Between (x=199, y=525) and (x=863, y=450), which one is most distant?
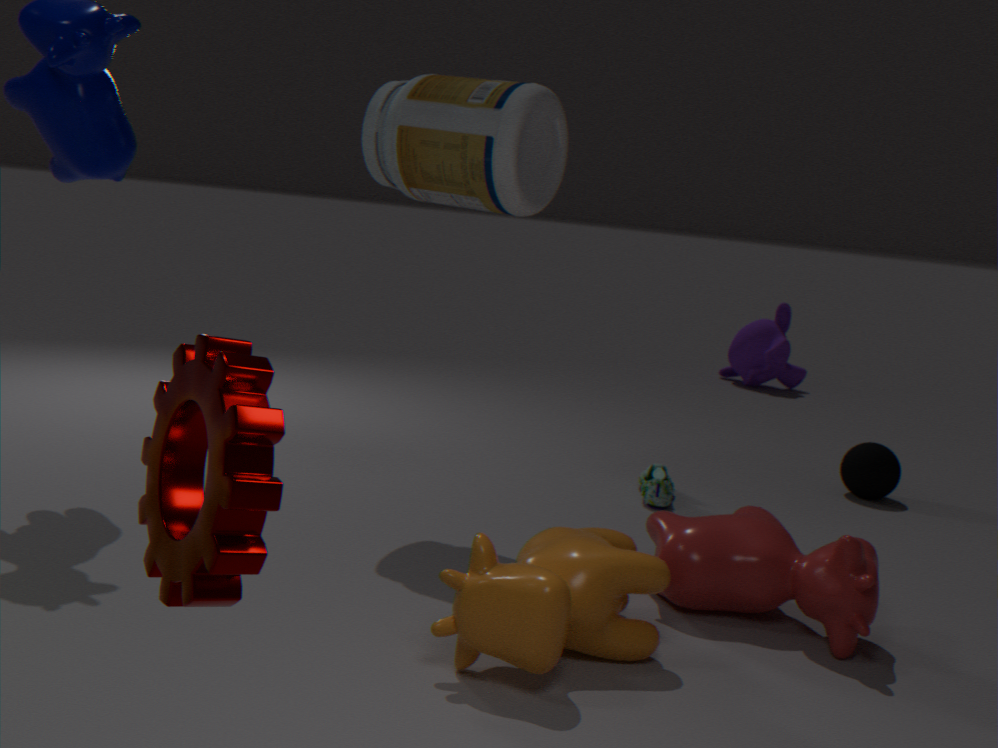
(x=863, y=450)
